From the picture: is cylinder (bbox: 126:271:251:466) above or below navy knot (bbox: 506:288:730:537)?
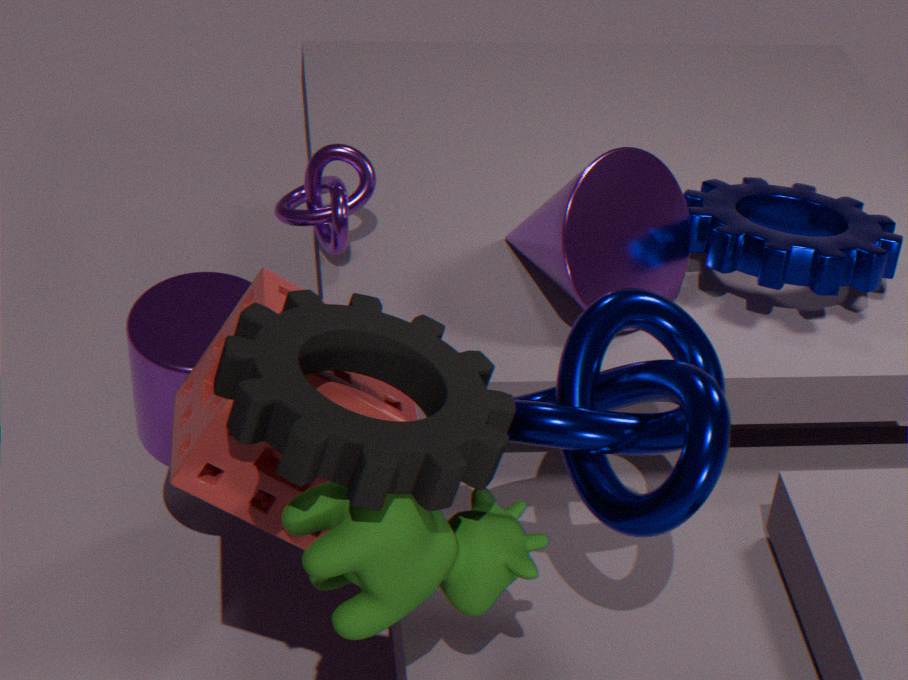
below
